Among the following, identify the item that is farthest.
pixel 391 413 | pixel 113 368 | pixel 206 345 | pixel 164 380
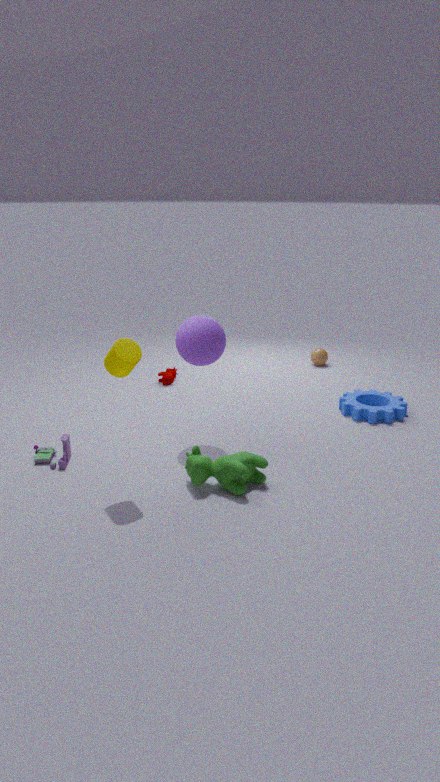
pixel 164 380
